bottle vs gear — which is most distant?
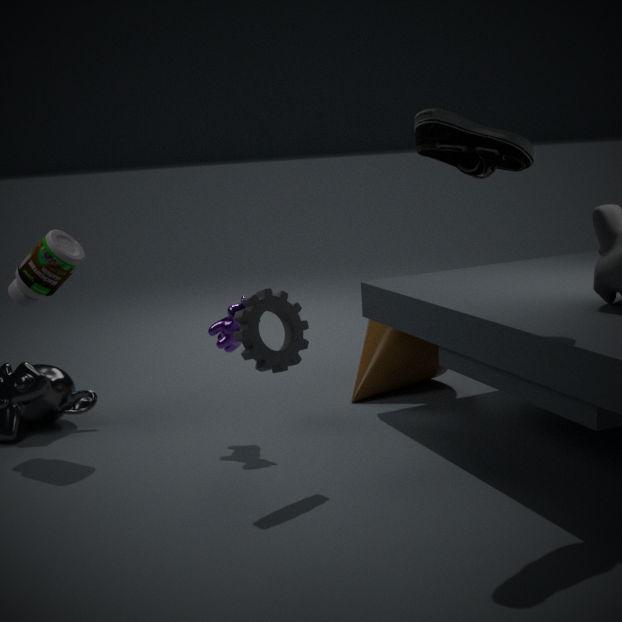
bottle
